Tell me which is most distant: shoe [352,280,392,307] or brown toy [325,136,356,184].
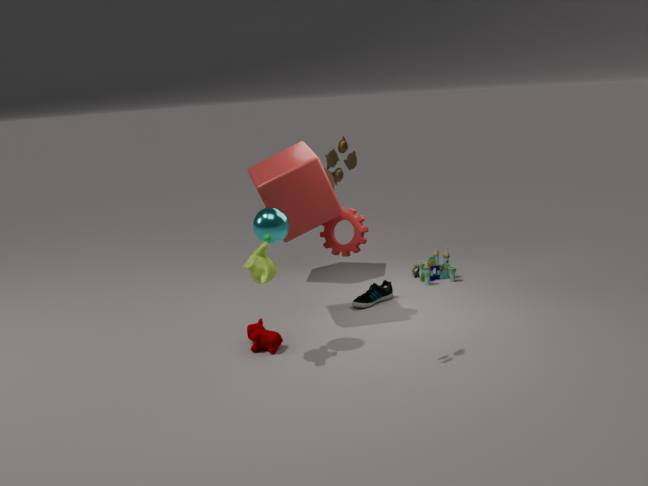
shoe [352,280,392,307]
